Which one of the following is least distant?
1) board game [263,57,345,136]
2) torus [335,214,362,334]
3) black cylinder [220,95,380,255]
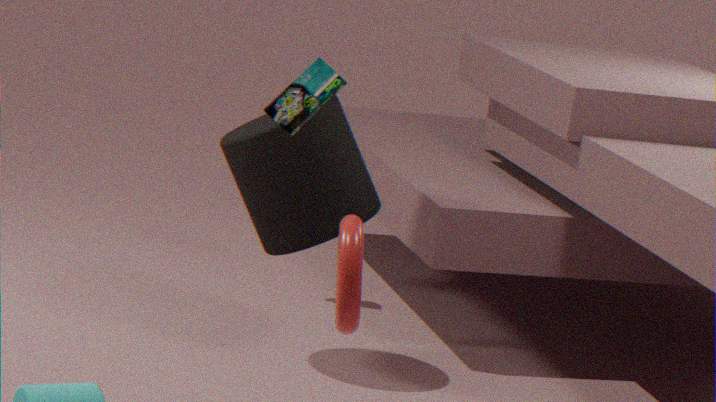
2. torus [335,214,362,334]
